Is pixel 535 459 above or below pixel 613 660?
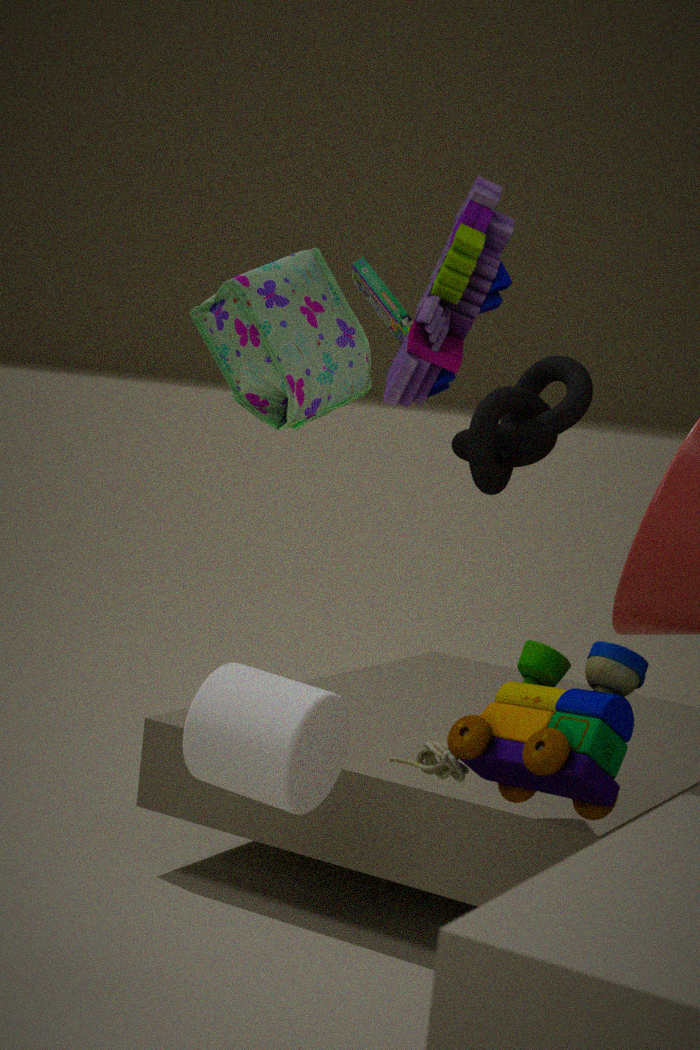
above
